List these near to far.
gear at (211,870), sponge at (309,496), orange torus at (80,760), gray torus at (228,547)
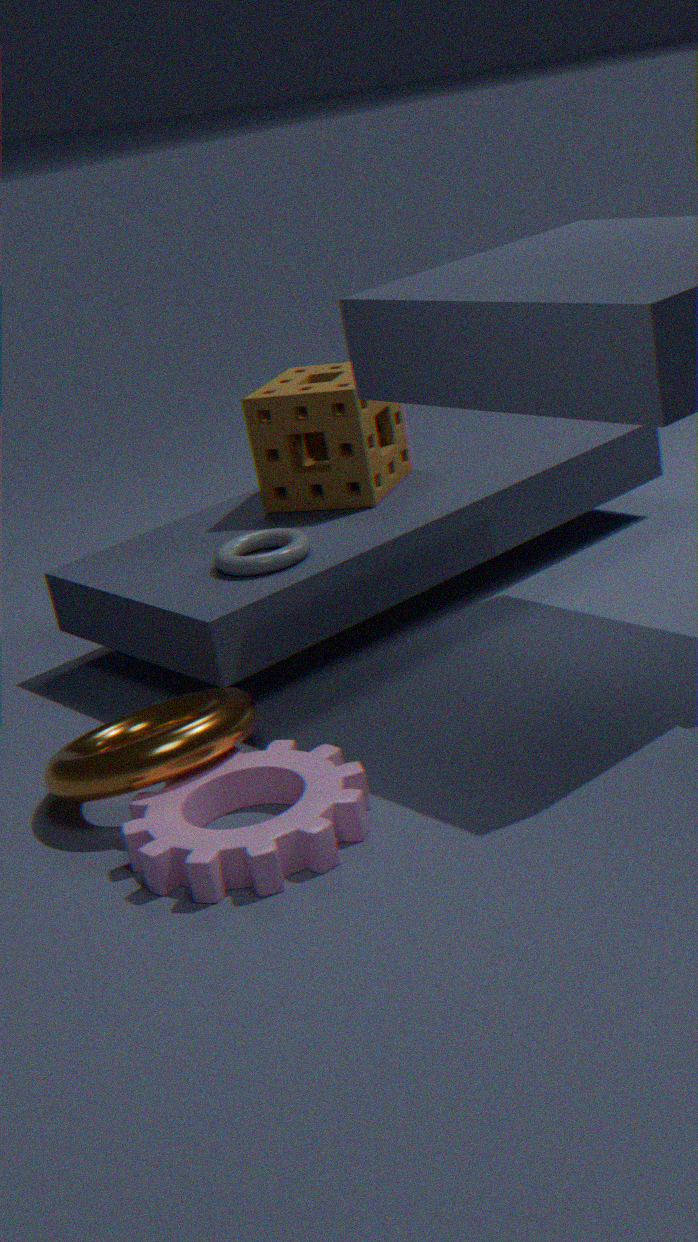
gear at (211,870) < orange torus at (80,760) < gray torus at (228,547) < sponge at (309,496)
